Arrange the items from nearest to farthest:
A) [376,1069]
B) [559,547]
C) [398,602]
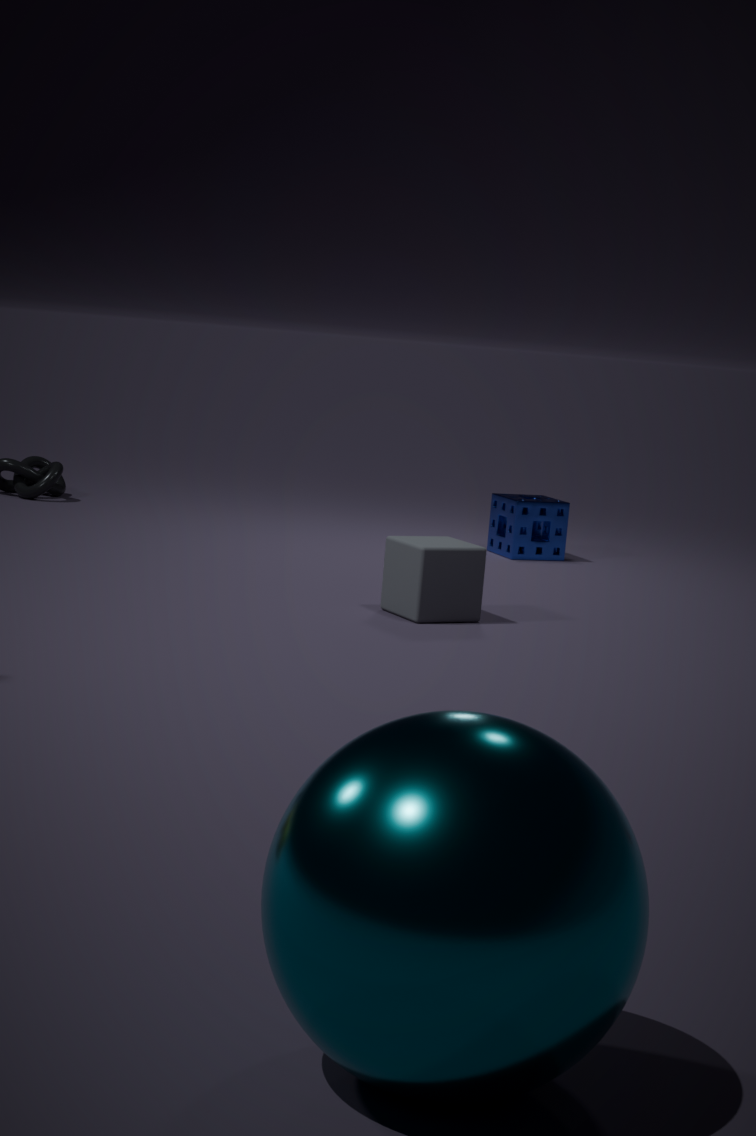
[376,1069], [398,602], [559,547]
